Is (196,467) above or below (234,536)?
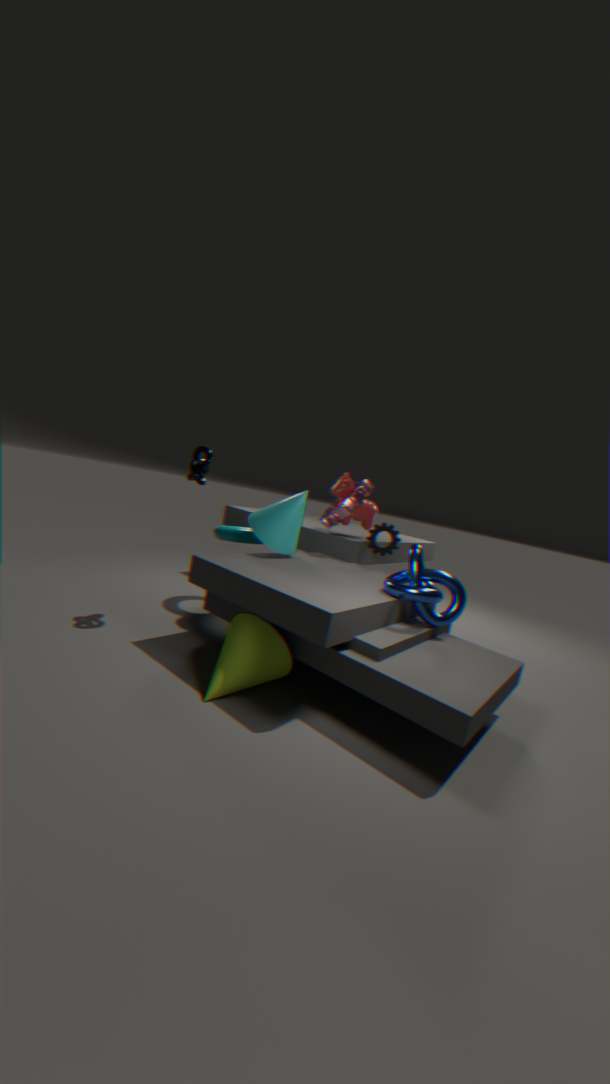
above
